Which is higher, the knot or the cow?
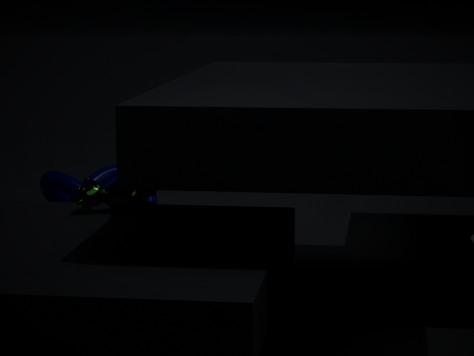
the cow
